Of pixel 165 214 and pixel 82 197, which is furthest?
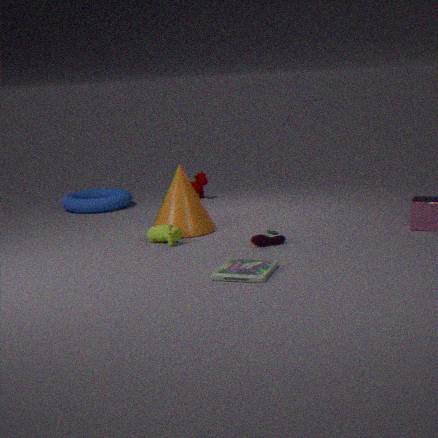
pixel 82 197
